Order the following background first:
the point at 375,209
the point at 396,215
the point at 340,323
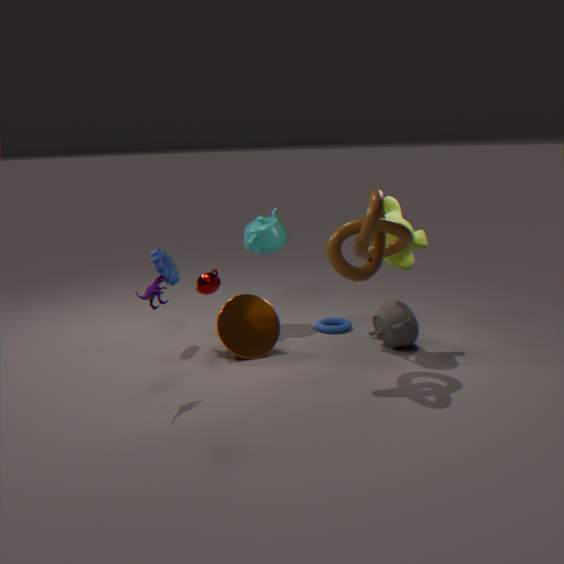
the point at 340,323 → the point at 396,215 → the point at 375,209
